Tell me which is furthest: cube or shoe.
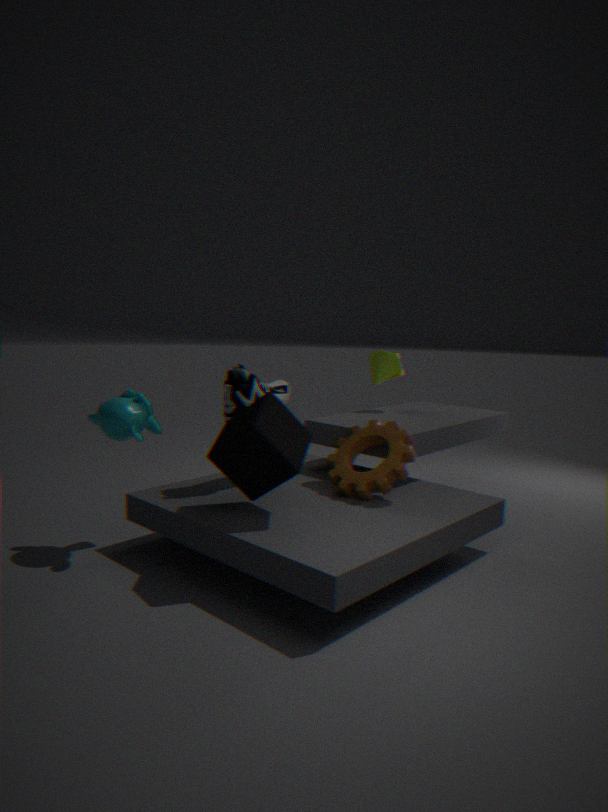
shoe
